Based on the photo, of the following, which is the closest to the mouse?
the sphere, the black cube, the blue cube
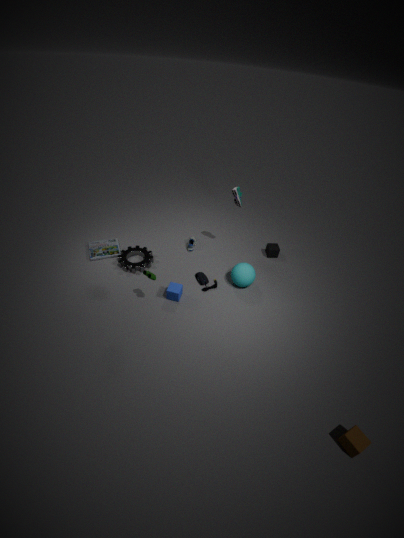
the sphere
